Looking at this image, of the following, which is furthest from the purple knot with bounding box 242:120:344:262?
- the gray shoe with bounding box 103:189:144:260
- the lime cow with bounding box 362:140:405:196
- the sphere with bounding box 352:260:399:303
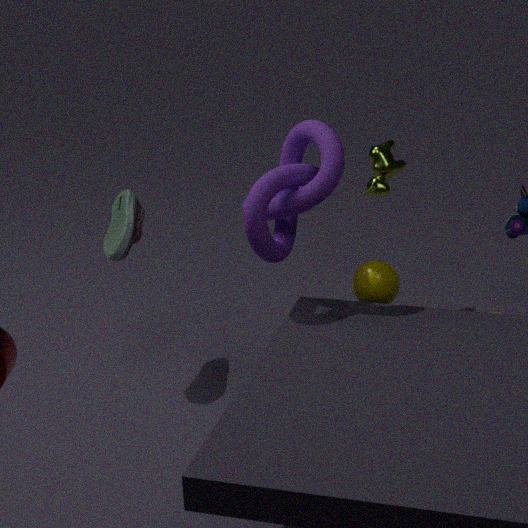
the lime cow with bounding box 362:140:405:196
